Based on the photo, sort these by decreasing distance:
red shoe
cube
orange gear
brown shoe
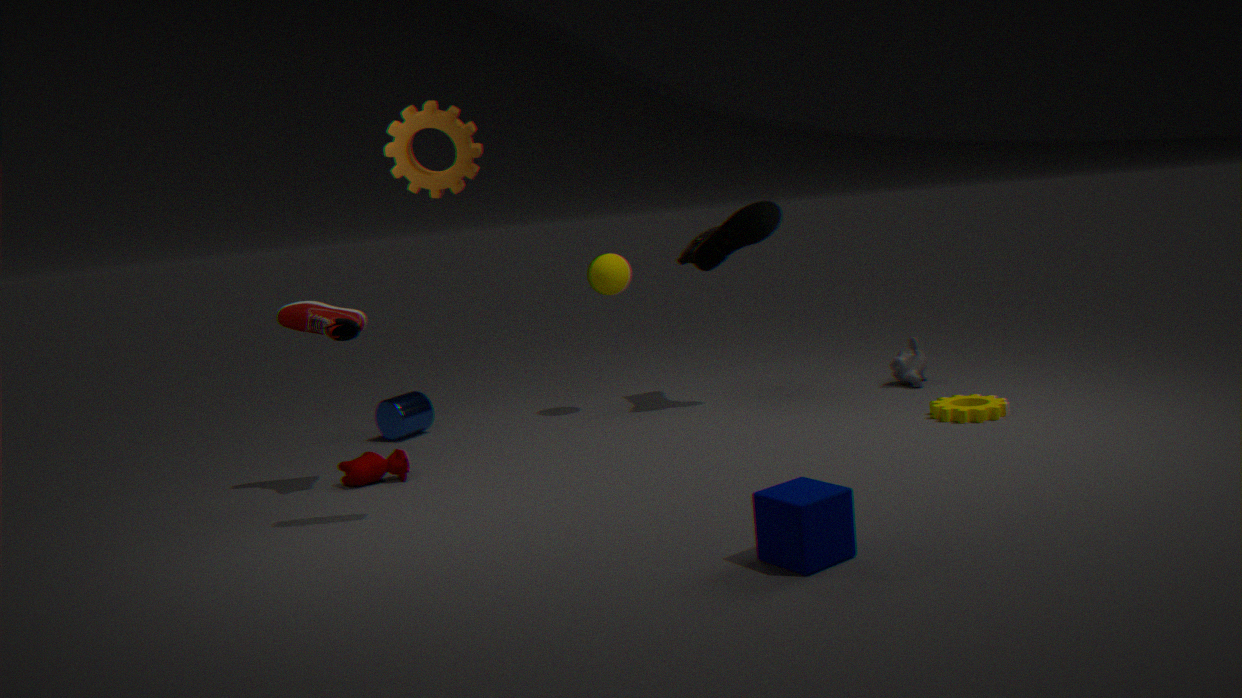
brown shoe < red shoe < orange gear < cube
